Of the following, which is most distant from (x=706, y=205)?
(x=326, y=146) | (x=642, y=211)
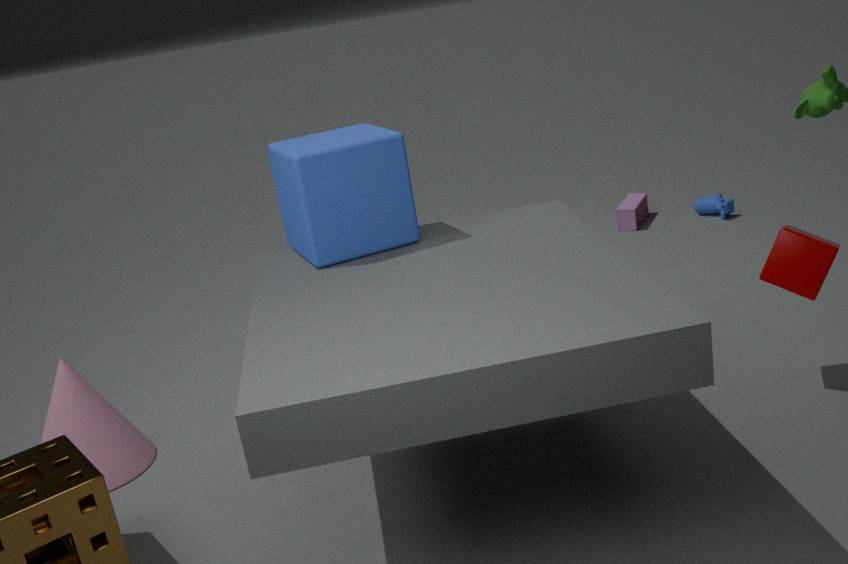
(x=326, y=146)
